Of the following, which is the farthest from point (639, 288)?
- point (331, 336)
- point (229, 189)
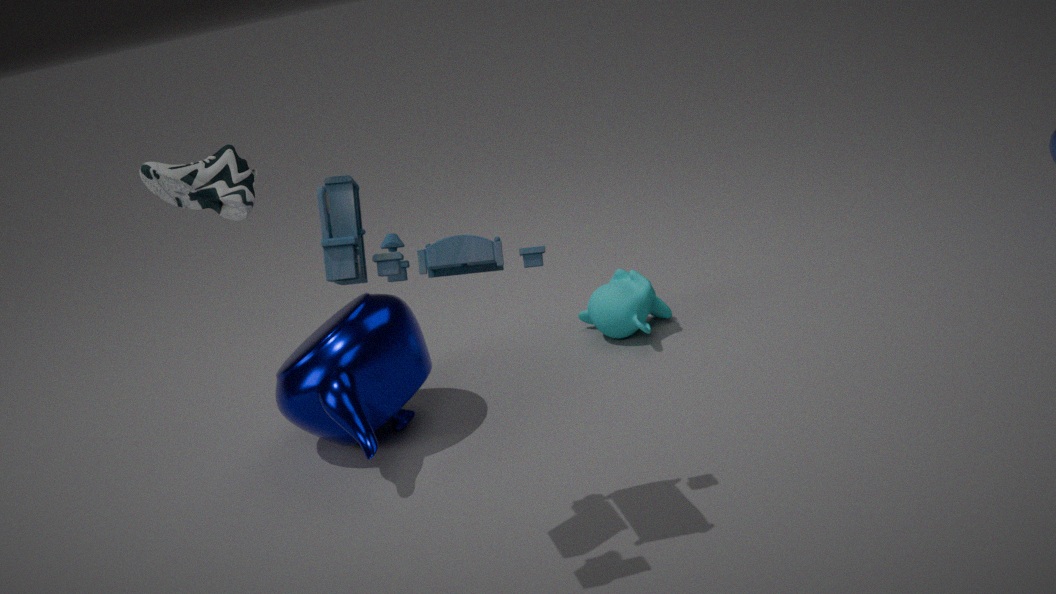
point (229, 189)
